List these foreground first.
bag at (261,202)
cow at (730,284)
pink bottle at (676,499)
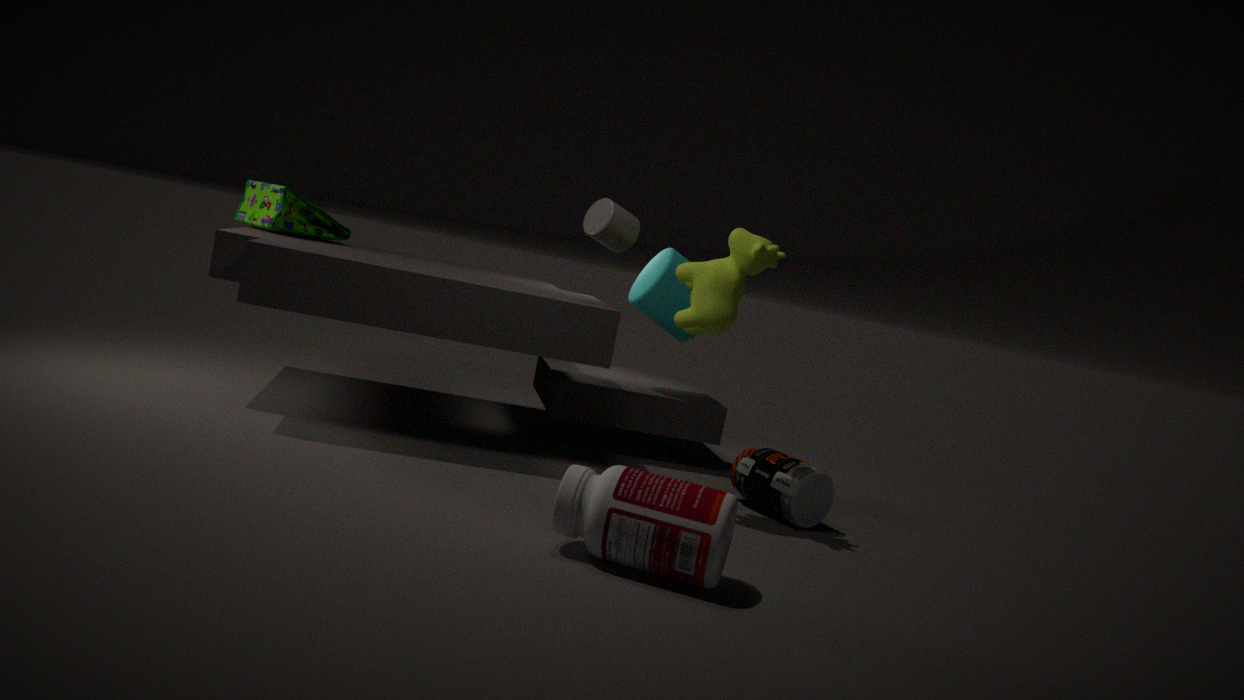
pink bottle at (676,499) < cow at (730,284) < bag at (261,202)
